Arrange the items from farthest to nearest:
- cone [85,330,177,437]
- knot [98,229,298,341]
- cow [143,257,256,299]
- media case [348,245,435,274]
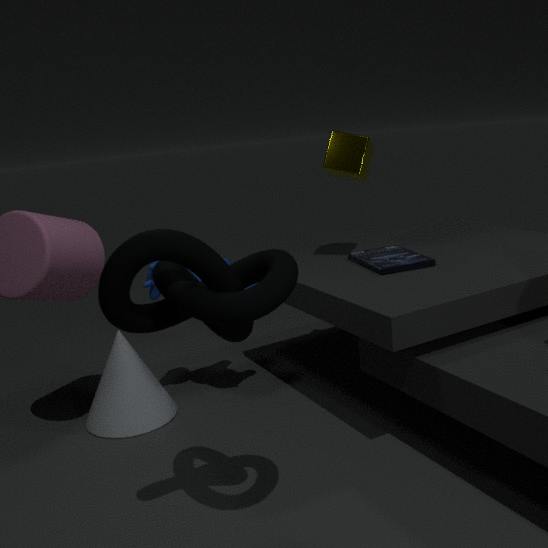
cone [85,330,177,437]
cow [143,257,256,299]
media case [348,245,435,274]
knot [98,229,298,341]
